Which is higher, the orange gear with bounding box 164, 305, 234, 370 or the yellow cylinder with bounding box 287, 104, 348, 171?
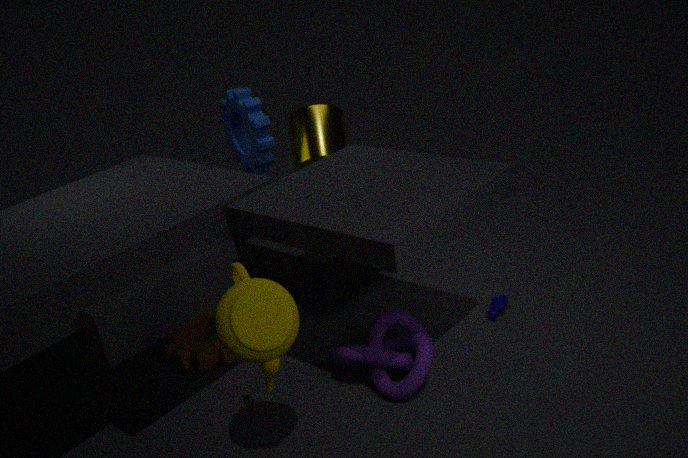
the yellow cylinder with bounding box 287, 104, 348, 171
